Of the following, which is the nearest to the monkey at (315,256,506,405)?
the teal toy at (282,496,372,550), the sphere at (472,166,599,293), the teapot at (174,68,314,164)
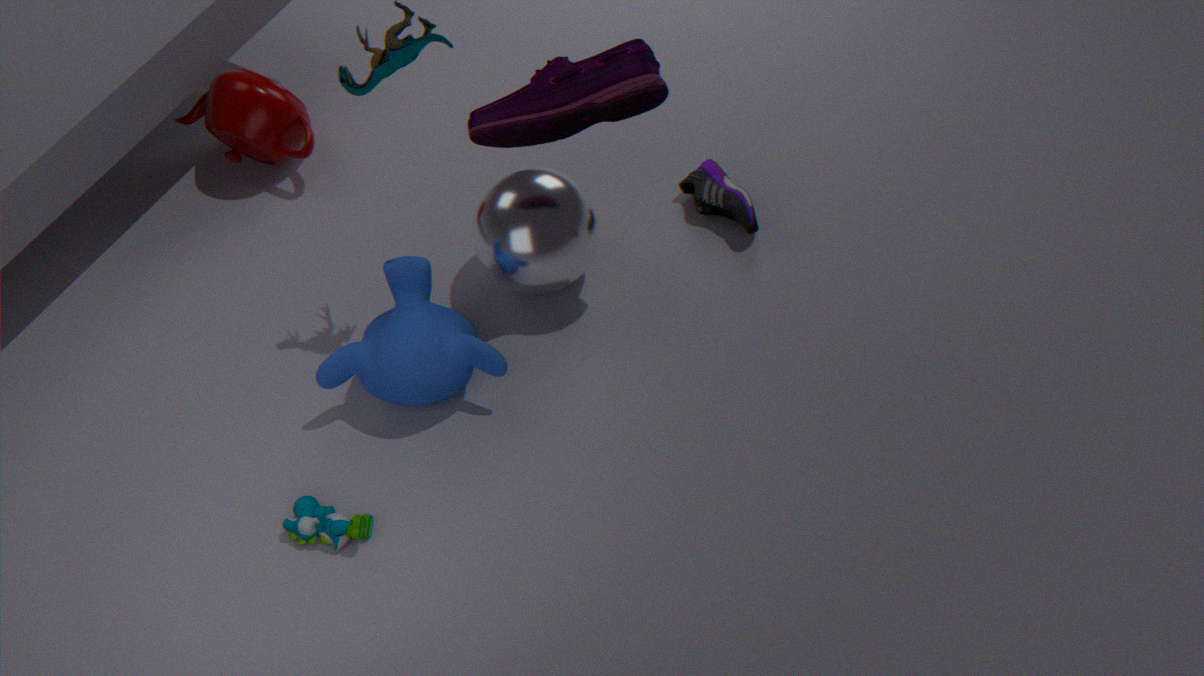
the sphere at (472,166,599,293)
